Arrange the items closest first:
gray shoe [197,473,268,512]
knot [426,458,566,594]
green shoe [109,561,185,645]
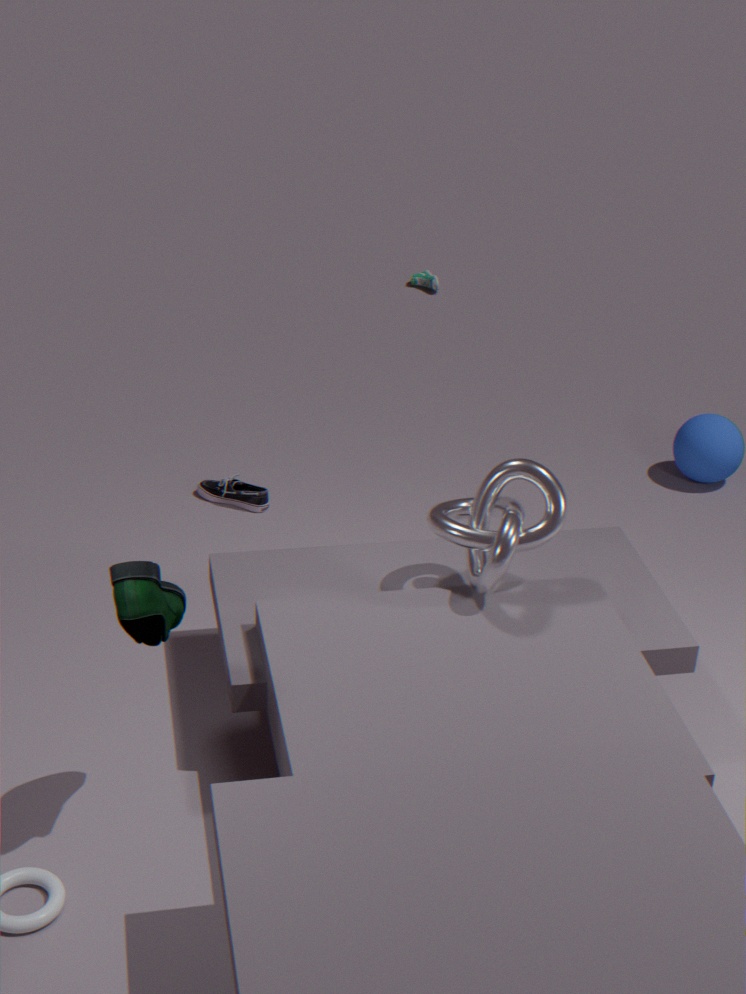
green shoe [109,561,185,645]
knot [426,458,566,594]
gray shoe [197,473,268,512]
